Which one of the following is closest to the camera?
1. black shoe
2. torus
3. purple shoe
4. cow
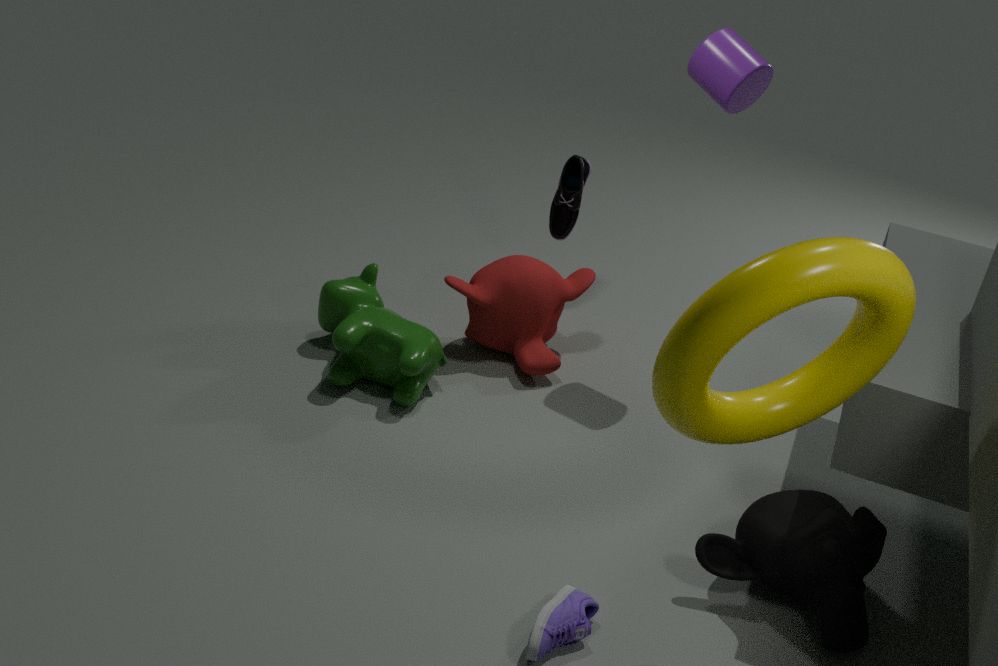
torus
